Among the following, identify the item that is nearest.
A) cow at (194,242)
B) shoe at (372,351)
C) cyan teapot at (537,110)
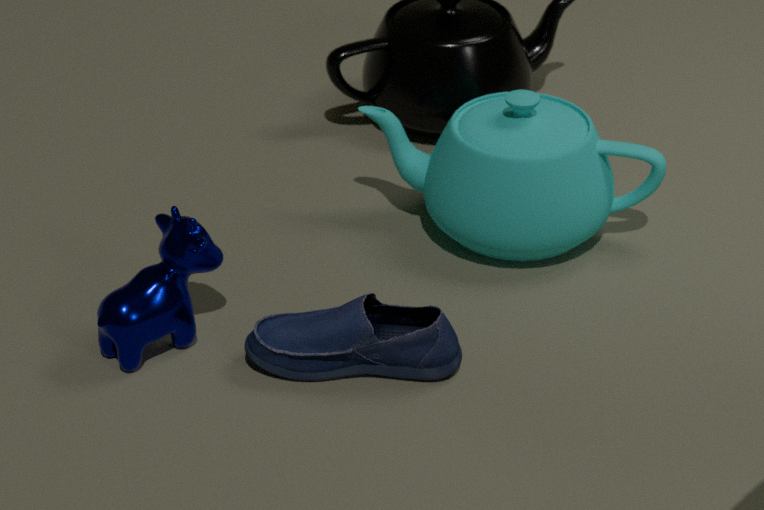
shoe at (372,351)
